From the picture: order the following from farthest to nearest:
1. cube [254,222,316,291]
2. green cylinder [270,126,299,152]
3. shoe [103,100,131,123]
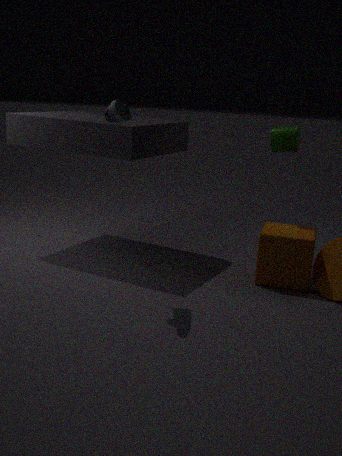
green cylinder [270,126,299,152]
cube [254,222,316,291]
shoe [103,100,131,123]
